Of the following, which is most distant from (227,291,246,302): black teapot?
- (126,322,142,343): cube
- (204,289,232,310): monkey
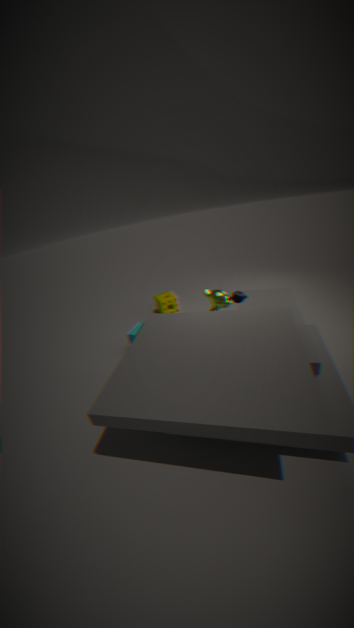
(126,322,142,343): cube
